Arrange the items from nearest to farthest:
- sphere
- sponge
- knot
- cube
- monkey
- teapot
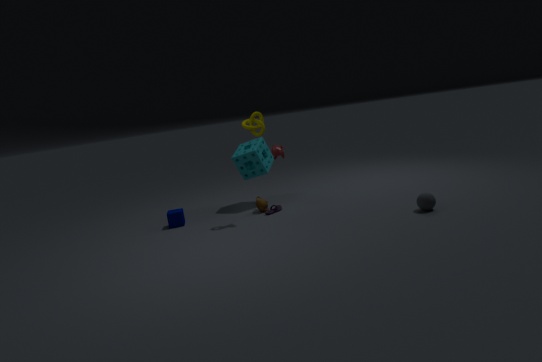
sphere, knot, cube, teapot, monkey, sponge
